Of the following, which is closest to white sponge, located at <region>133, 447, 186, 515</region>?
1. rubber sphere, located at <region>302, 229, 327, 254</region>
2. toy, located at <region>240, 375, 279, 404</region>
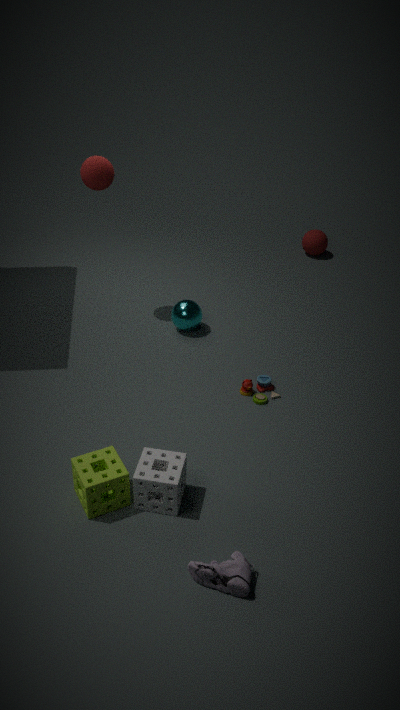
toy, located at <region>240, 375, 279, 404</region>
